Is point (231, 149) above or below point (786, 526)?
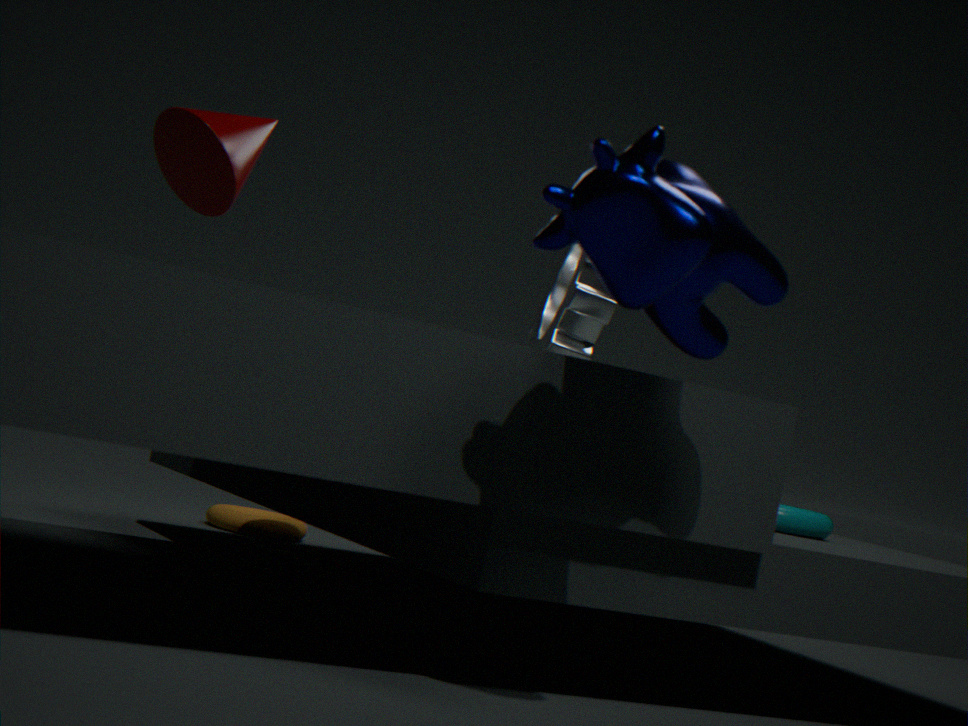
above
